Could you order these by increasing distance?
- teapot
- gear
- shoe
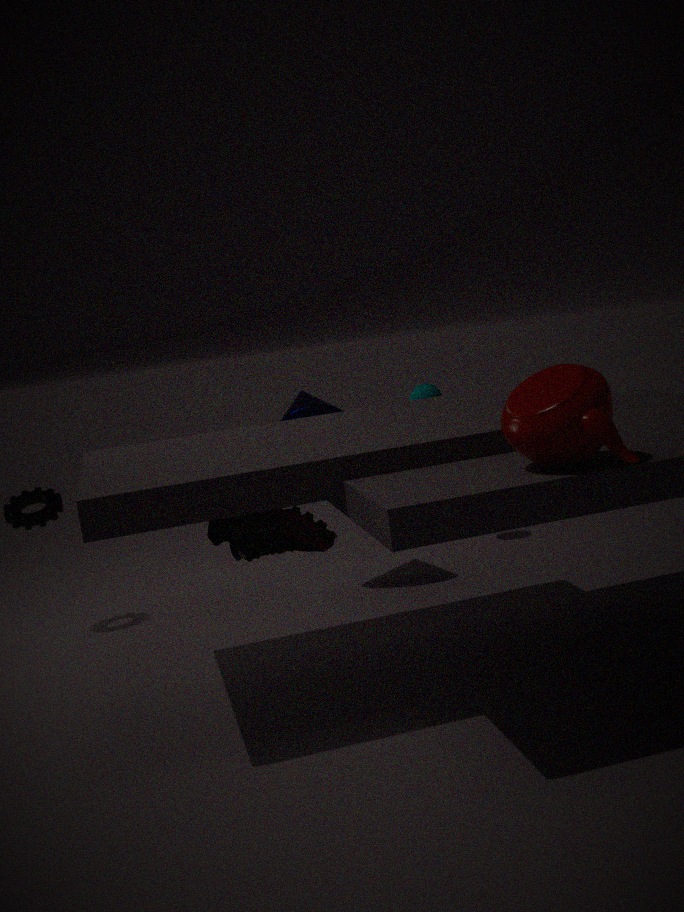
teapot < shoe < gear
